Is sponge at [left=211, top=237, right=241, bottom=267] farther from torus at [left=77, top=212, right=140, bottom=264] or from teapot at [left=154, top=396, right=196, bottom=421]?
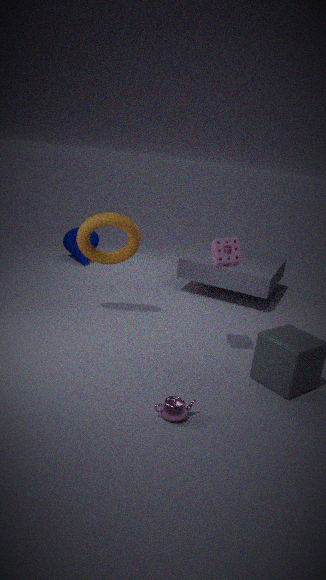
teapot at [left=154, top=396, right=196, bottom=421]
